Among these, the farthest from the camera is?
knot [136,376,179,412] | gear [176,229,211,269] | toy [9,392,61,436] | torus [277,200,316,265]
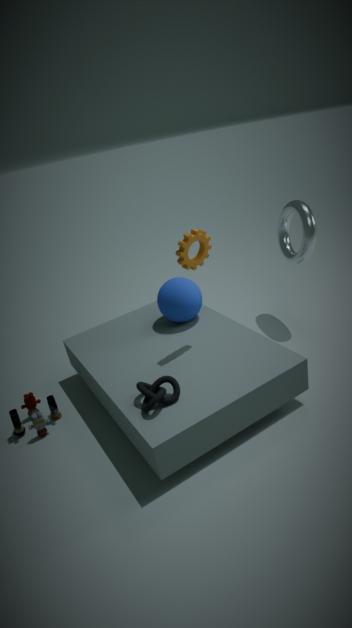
torus [277,200,316,265]
